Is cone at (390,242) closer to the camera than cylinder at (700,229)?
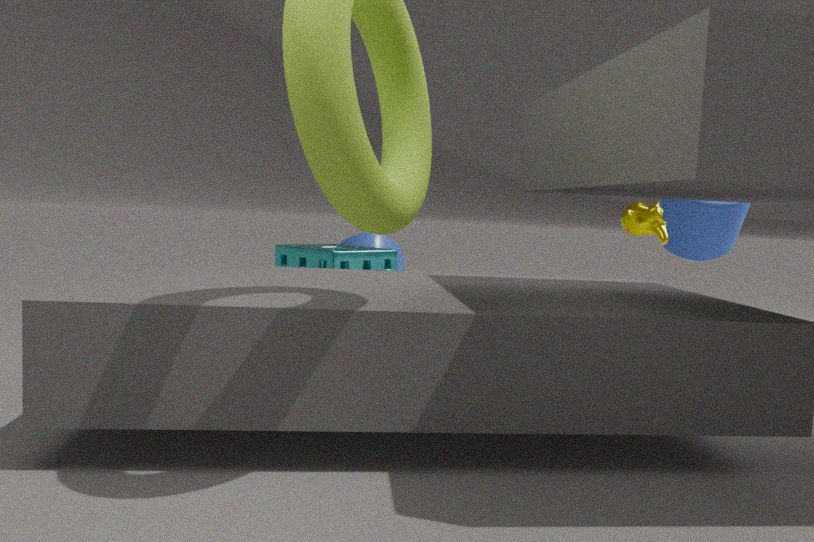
No
